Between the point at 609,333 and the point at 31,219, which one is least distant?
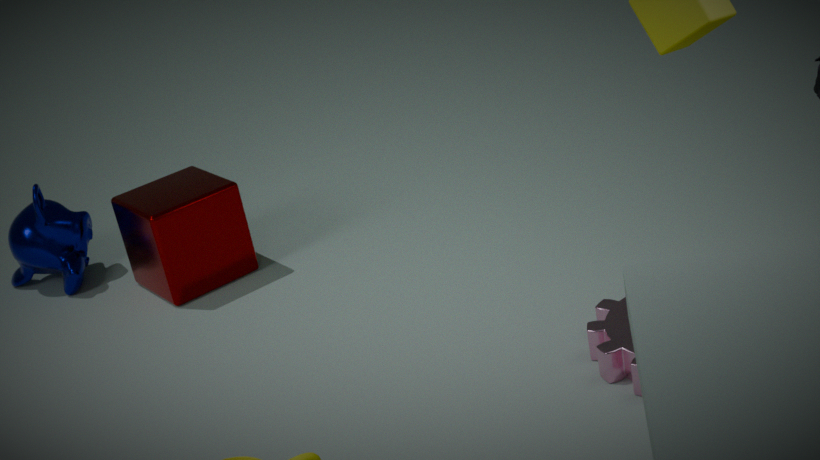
the point at 609,333
